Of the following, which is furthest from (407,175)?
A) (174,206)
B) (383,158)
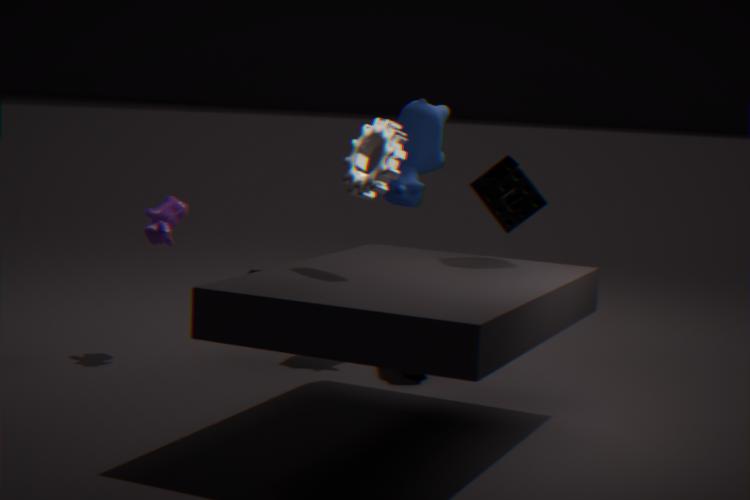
(383,158)
